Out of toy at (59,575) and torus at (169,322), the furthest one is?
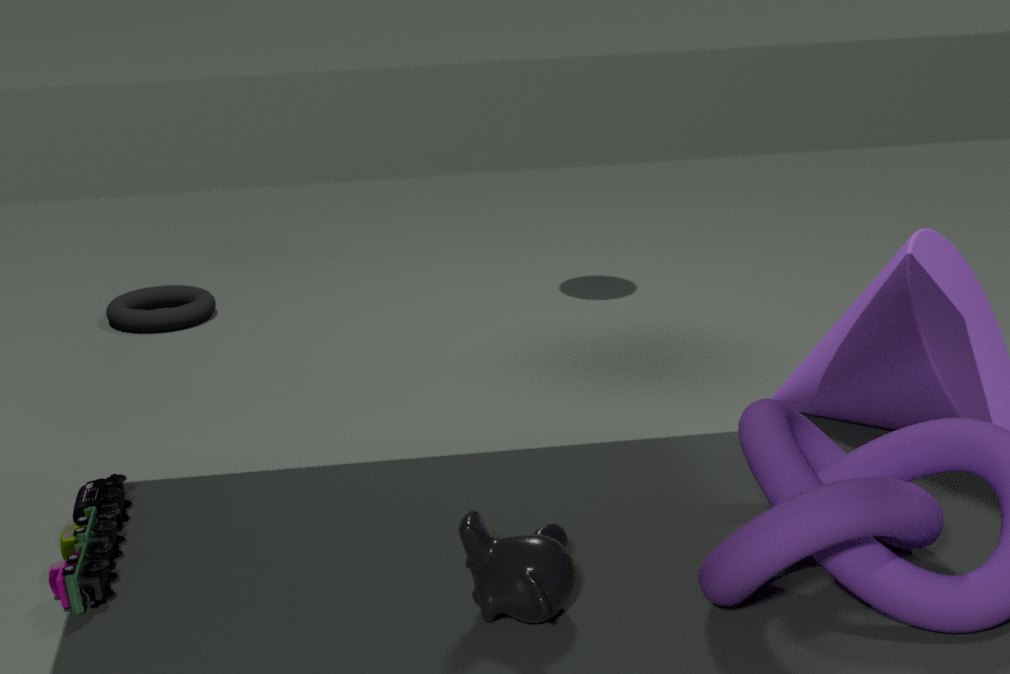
torus at (169,322)
